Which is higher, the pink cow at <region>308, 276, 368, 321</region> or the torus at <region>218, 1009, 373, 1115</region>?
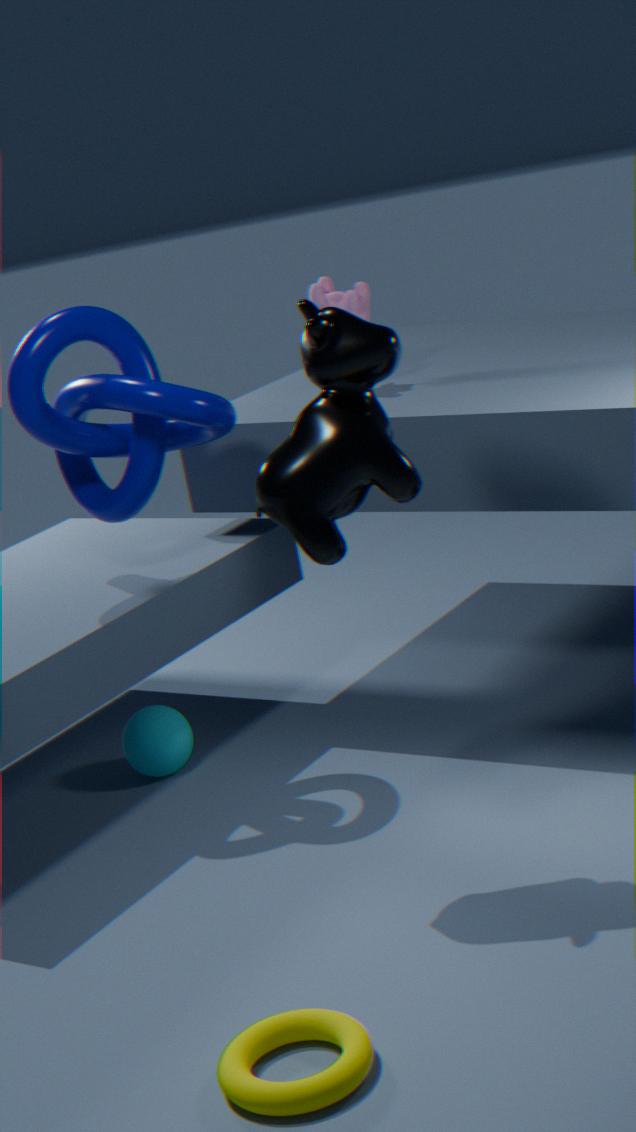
the pink cow at <region>308, 276, 368, 321</region>
